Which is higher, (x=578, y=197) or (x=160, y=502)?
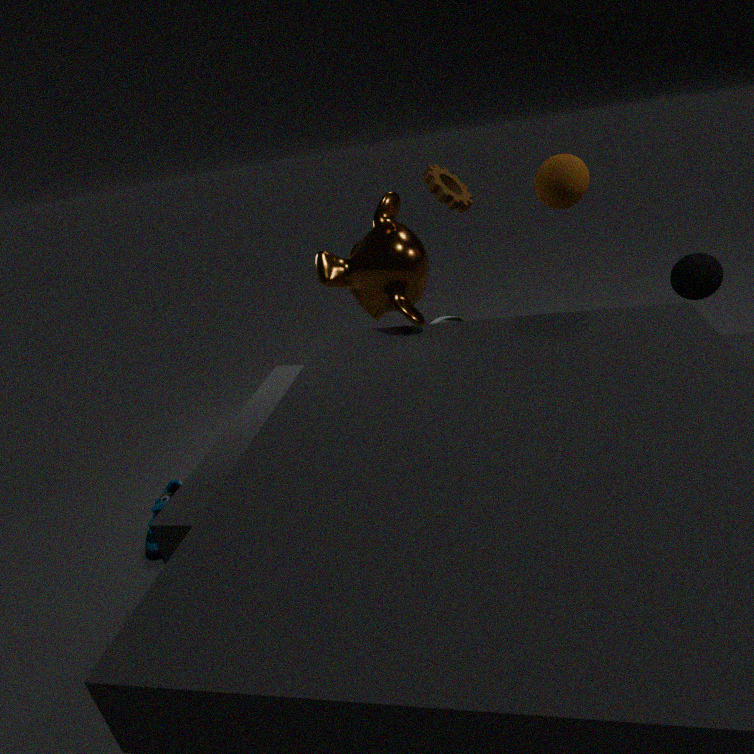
(x=578, y=197)
